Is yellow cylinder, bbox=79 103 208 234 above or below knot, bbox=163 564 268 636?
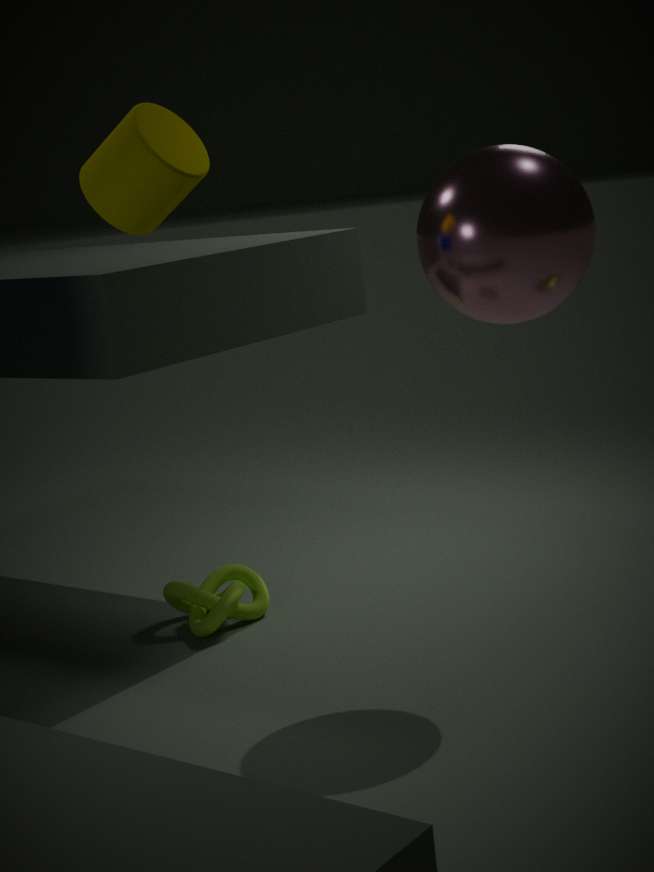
above
